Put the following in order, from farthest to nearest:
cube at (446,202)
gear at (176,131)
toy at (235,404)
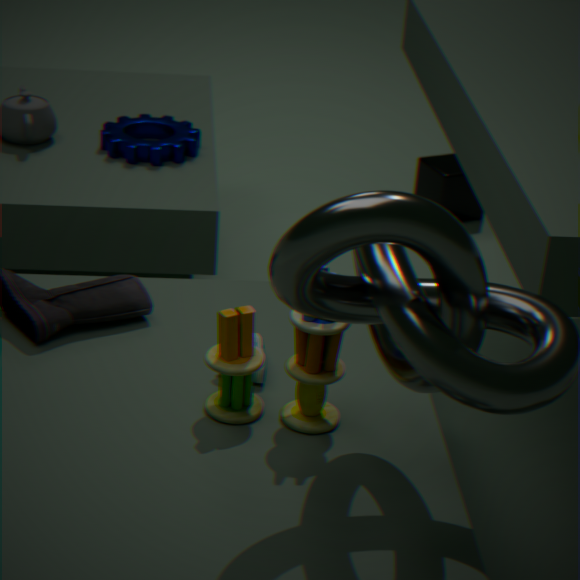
cube at (446,202), gear at (176,131), toy at (235,404)
